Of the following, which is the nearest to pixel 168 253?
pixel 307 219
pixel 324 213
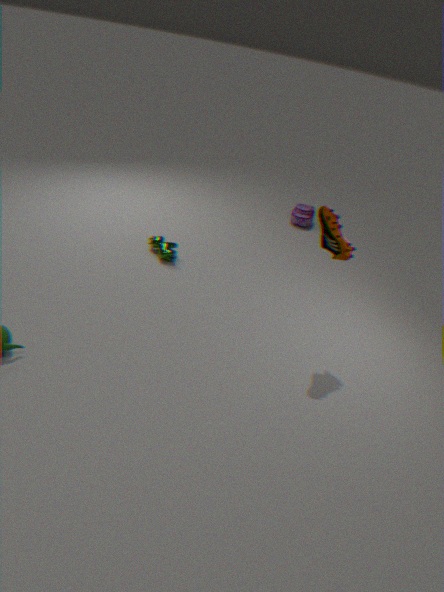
pixel 324 213
